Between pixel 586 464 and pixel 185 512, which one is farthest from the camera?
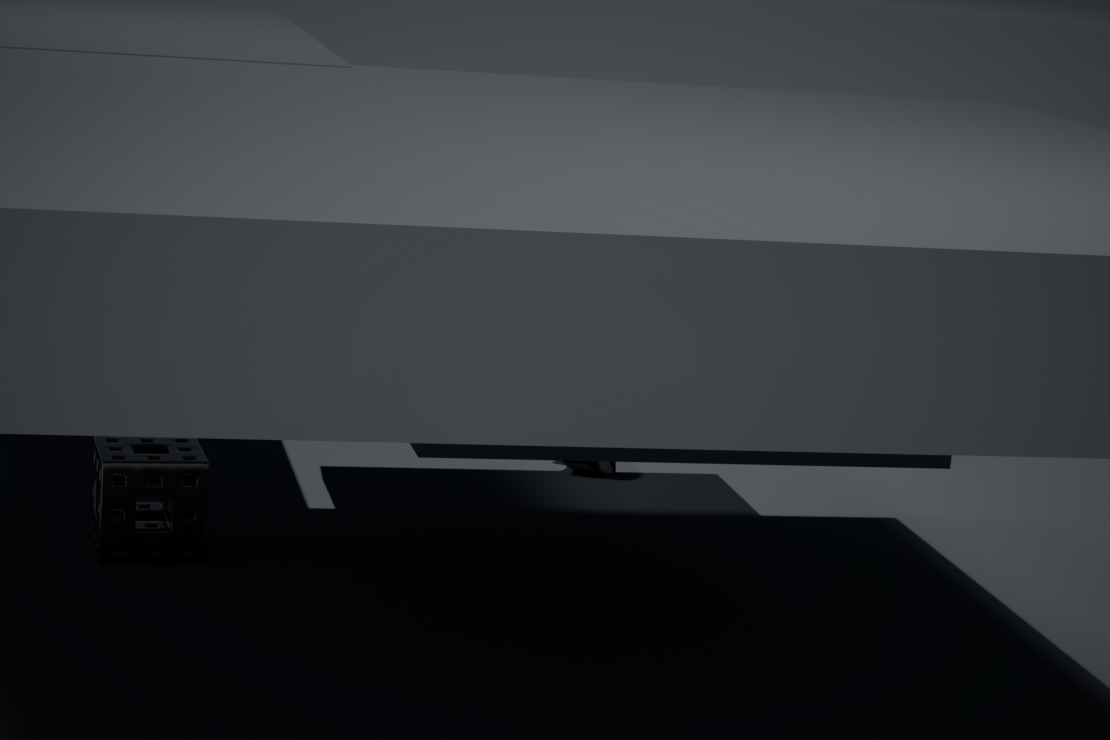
pixel 586 464
